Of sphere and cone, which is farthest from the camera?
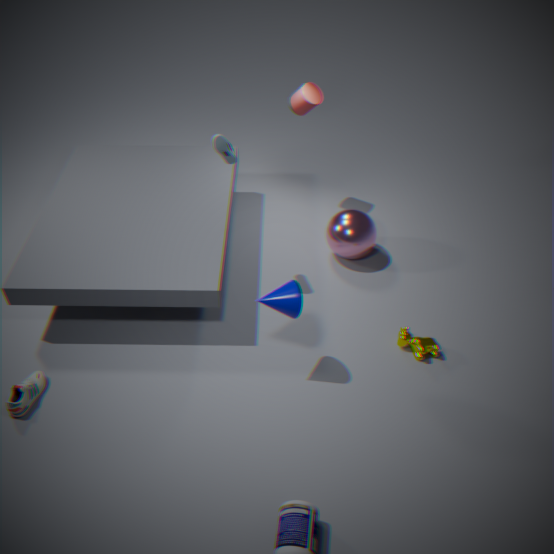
sphere
